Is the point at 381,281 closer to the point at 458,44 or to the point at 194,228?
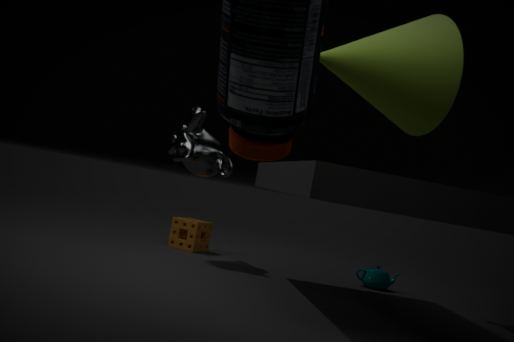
the point at 194,228
